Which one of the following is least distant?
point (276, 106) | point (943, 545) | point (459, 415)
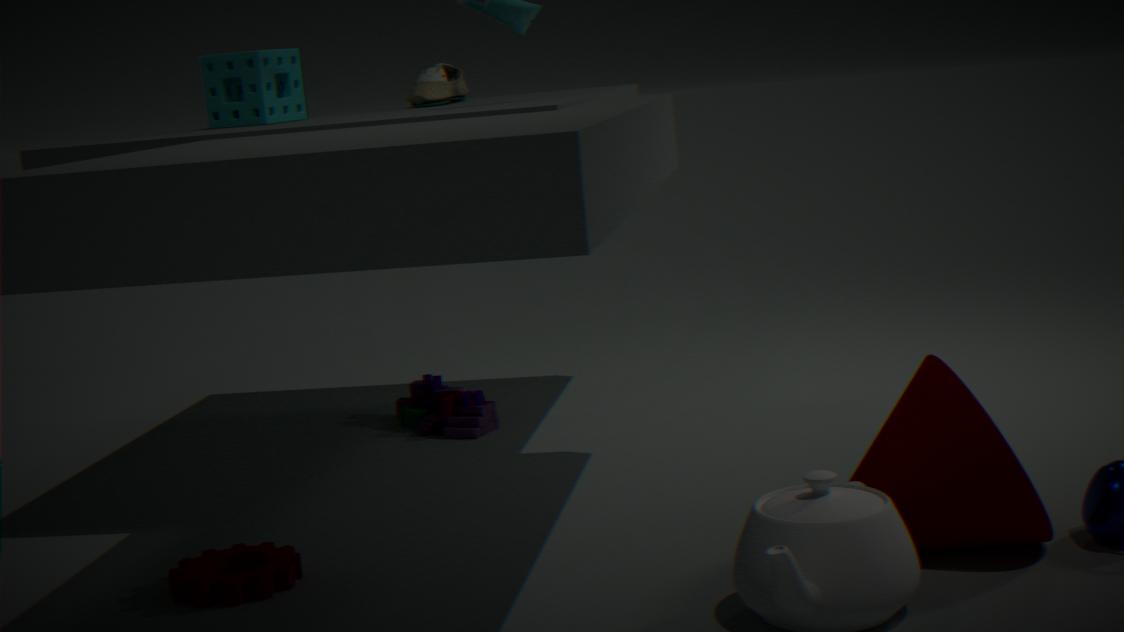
point (943, 545)
